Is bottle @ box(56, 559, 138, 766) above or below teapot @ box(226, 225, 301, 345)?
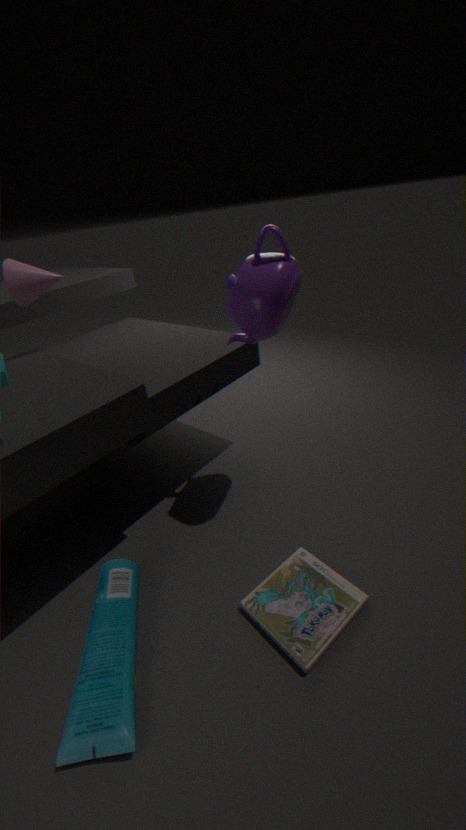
below
